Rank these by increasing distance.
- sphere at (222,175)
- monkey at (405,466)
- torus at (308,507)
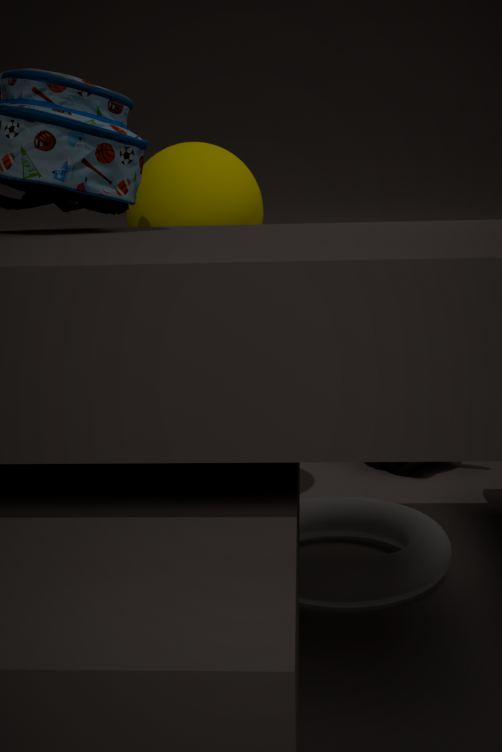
torus at (308,507) < sphere at (222,175) < monkey at (405,466)
